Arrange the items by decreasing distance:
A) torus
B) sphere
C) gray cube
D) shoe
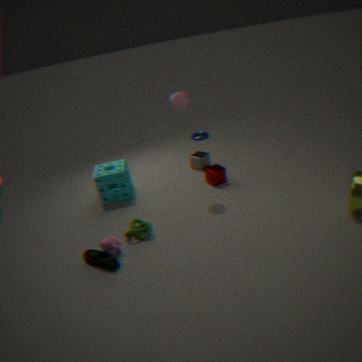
torus → gray cube → sphere → shoe
